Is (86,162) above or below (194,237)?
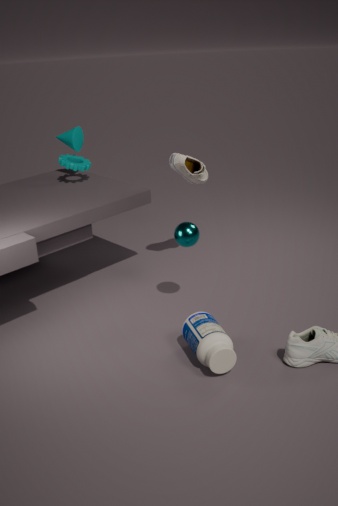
above
